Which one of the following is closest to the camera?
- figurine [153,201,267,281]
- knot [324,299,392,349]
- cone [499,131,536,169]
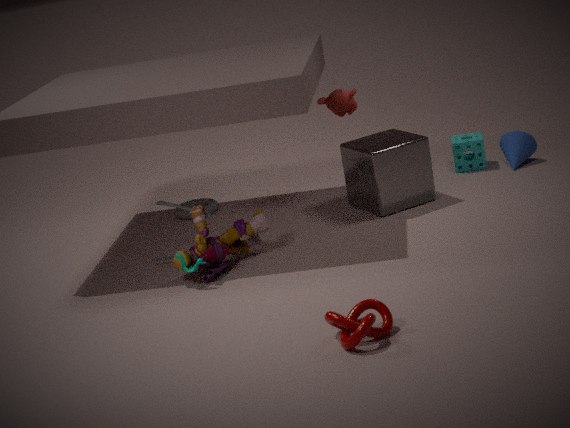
knot [324,299,392,349]
